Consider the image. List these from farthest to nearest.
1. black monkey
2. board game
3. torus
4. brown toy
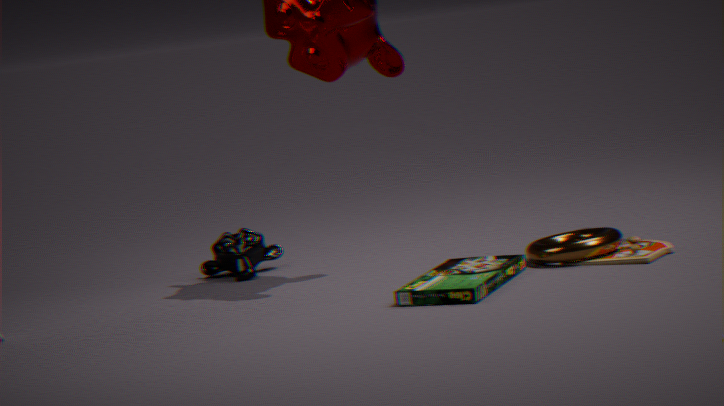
black monkey < torus < brown toy < board game
